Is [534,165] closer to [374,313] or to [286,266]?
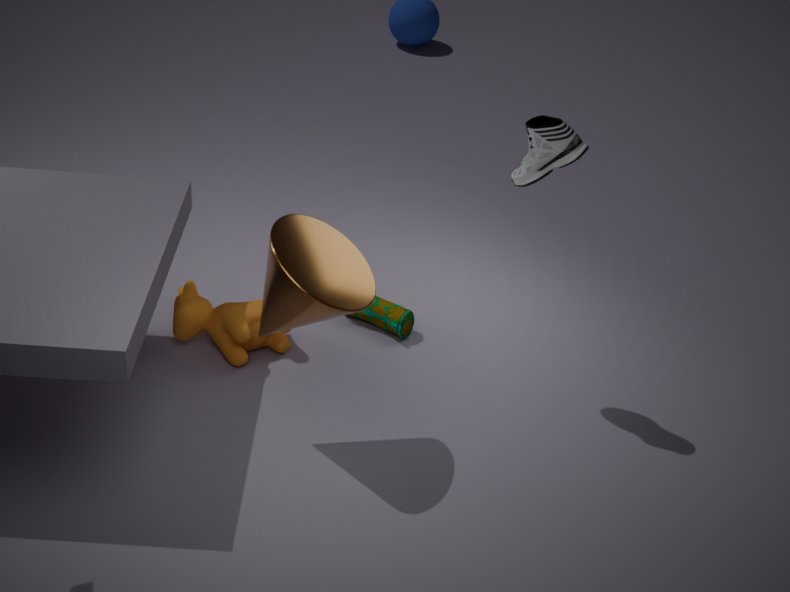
[286,266]
